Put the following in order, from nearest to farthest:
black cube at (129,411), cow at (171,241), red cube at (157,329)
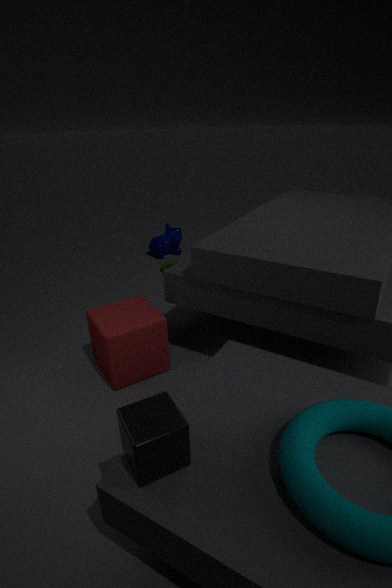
1. black cube at (129,411)
2. red cube at (157,329)
3. cow at (171,241)
